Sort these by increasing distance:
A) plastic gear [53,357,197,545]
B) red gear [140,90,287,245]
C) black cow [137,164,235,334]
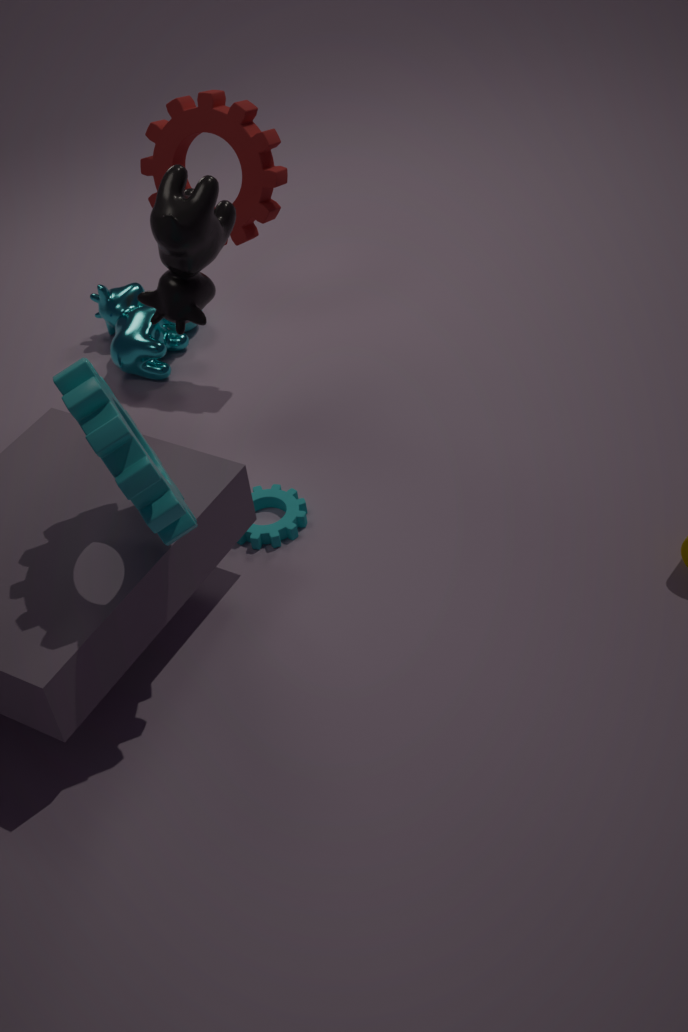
plastic gear [53,357,197,545]
black cow [137,164,235,334]
red gear [140,90,287,245]
